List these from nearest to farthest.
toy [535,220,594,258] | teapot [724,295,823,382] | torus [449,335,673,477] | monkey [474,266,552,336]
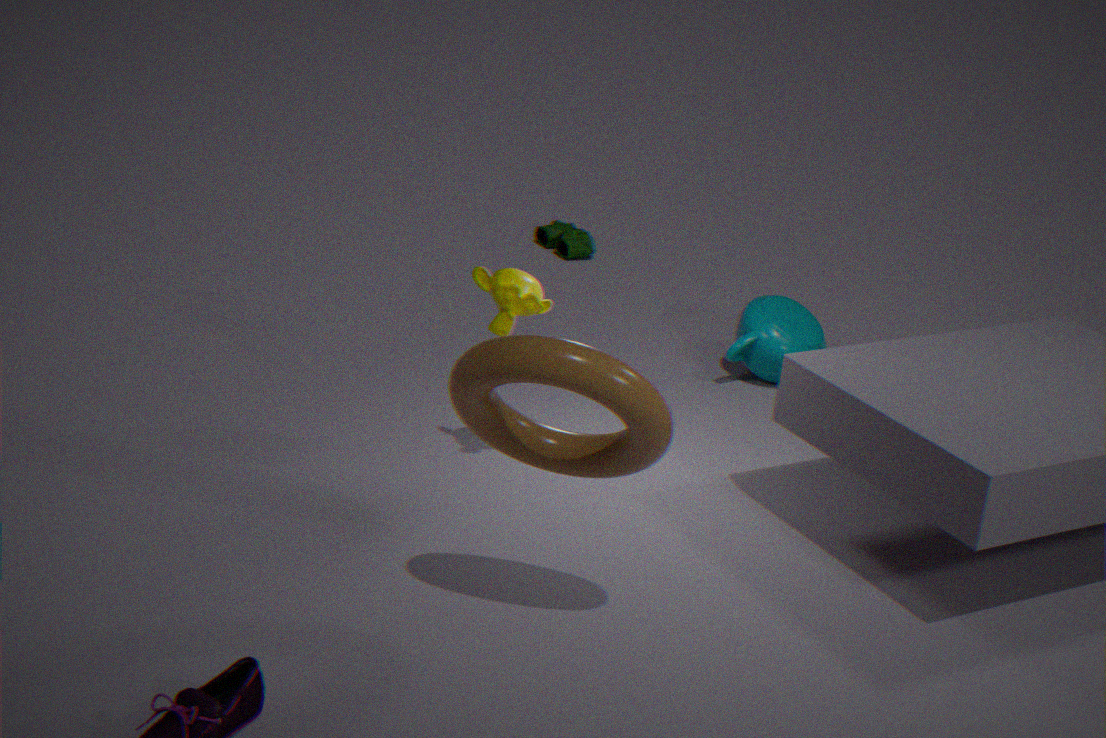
torus [449,335,673,477], monkey [474,266,552,336], teapot [724,295,823,382], toy [535,220,594,258]
